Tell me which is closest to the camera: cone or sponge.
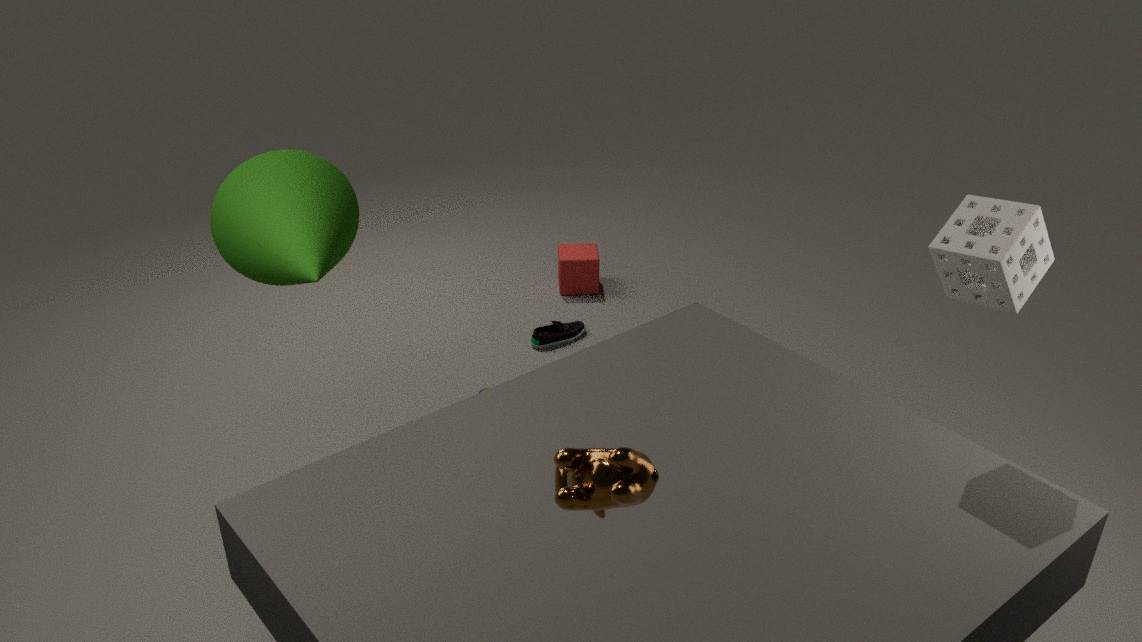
sponge
